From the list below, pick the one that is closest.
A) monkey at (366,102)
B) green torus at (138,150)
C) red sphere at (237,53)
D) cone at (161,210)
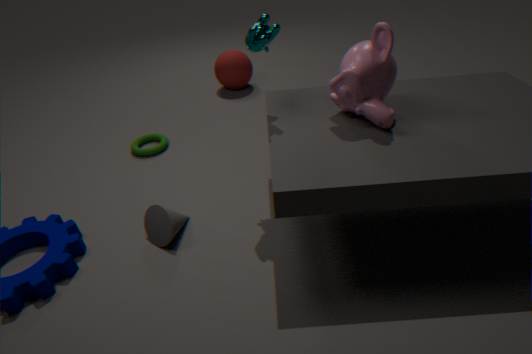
monkey at (366,102)
